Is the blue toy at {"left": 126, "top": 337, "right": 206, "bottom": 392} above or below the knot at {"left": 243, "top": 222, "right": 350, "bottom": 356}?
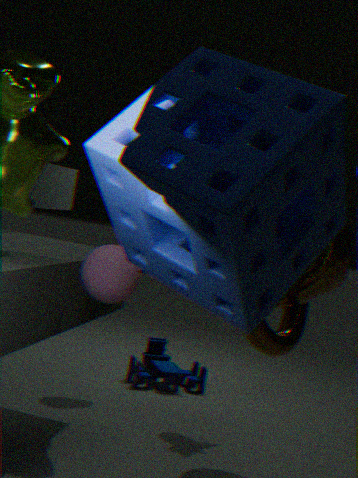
below
